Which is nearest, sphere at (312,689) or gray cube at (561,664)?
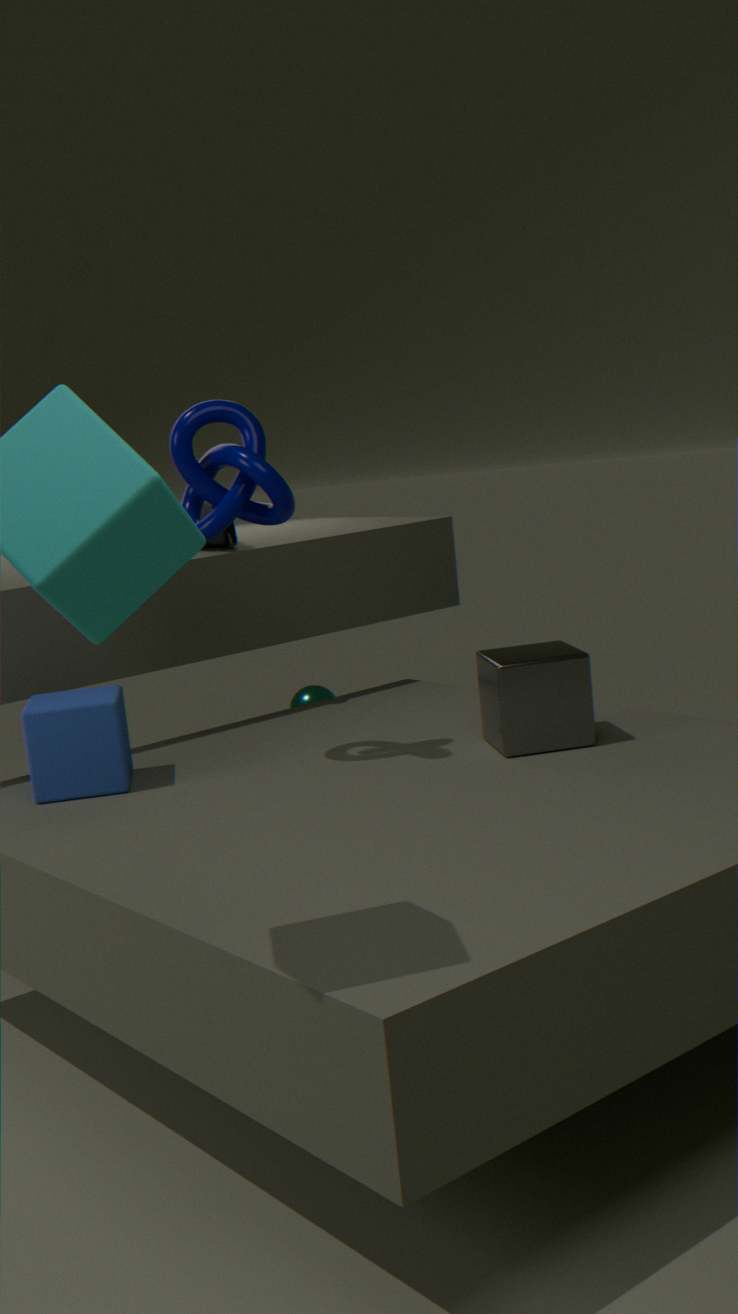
gray cube at (561,664)
